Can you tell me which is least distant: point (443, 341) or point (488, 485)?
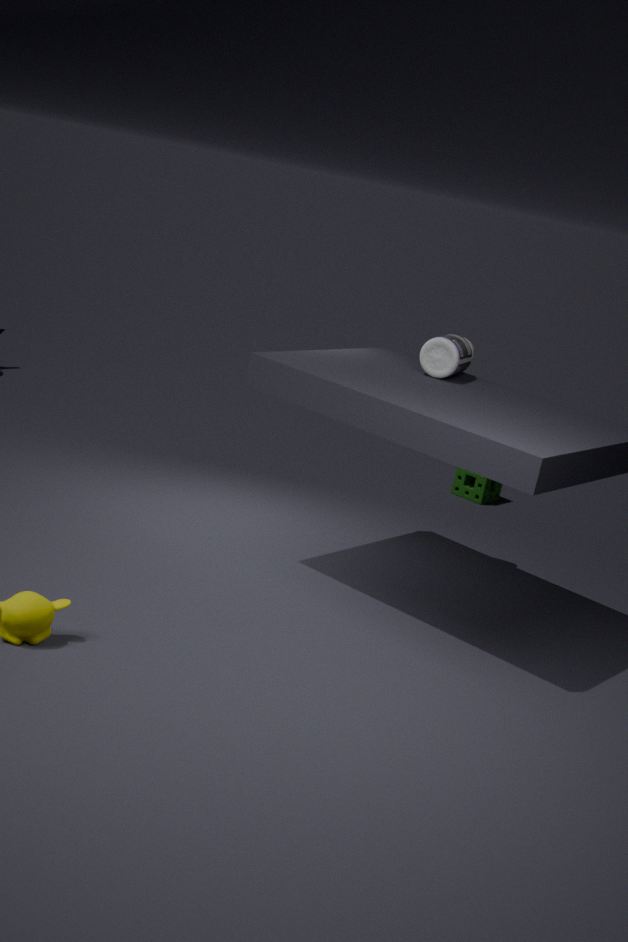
point (443, 341)
